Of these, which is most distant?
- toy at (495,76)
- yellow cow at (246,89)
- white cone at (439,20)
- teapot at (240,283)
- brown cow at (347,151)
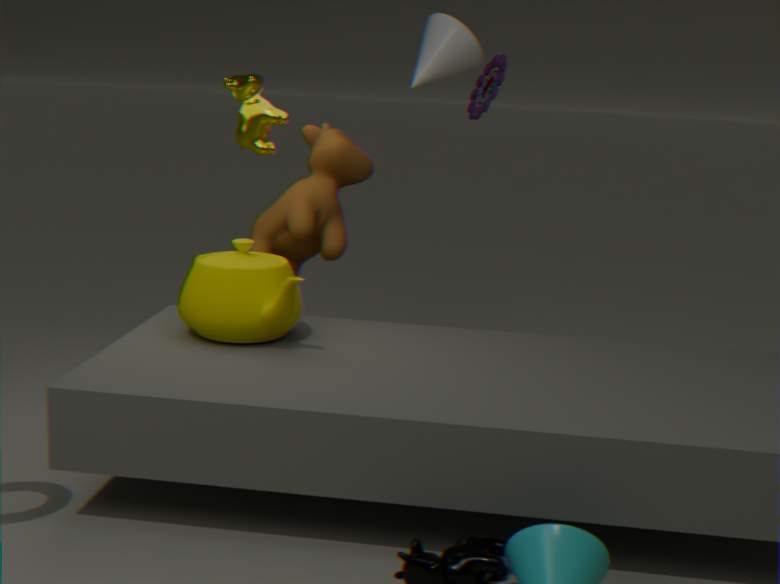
toy at (495,76)
